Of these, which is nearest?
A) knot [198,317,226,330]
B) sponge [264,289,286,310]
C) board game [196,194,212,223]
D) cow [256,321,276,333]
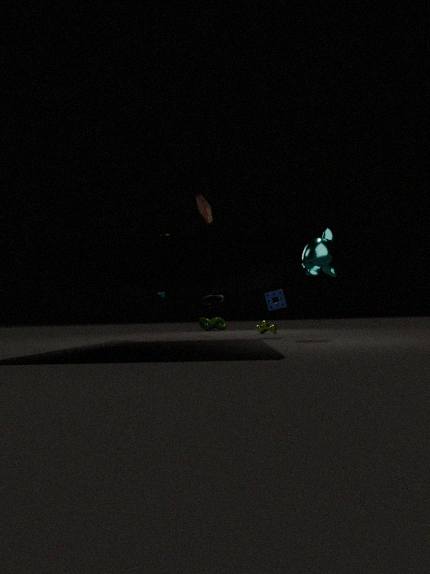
board game [196,194,212,223]
